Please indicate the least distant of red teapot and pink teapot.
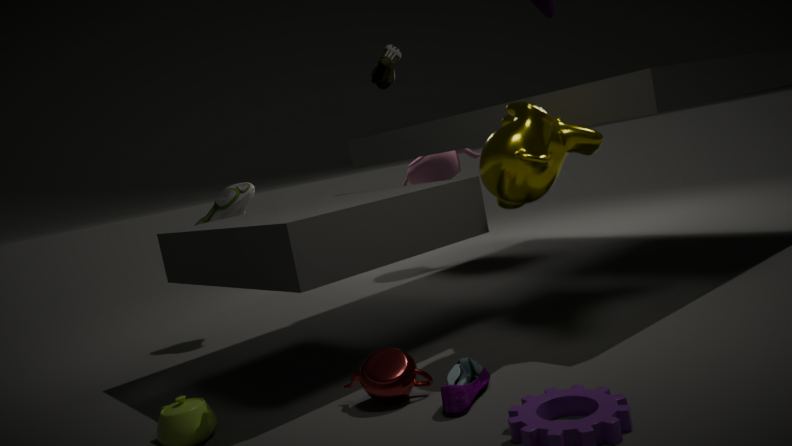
red teapot
